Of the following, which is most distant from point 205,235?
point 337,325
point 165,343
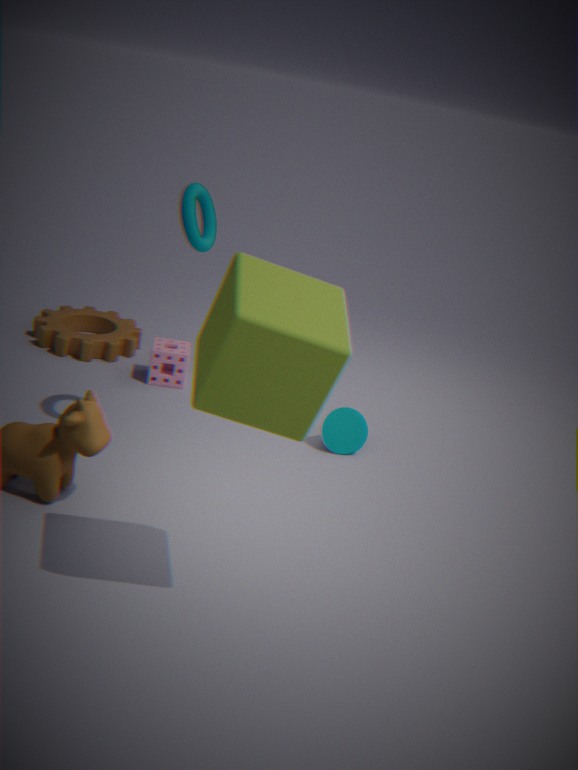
point 165,343
